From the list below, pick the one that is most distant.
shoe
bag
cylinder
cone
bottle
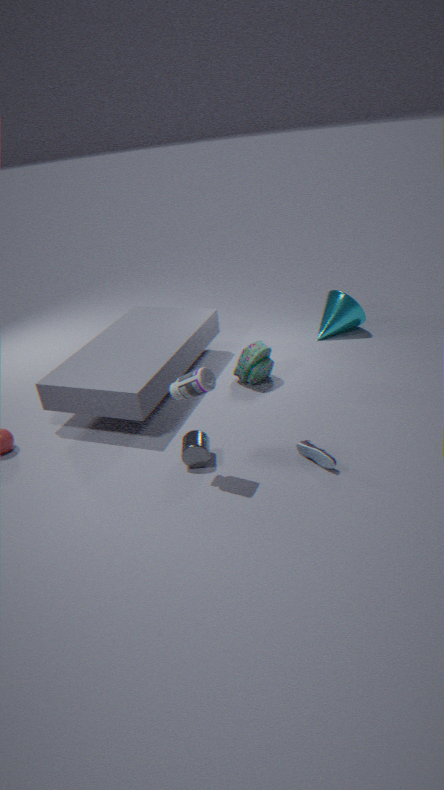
cone
